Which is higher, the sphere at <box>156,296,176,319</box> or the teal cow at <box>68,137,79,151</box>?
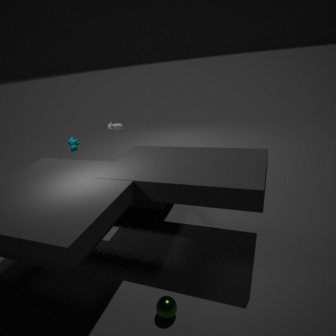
the teal cow at <box>68,137,79,151</box>
